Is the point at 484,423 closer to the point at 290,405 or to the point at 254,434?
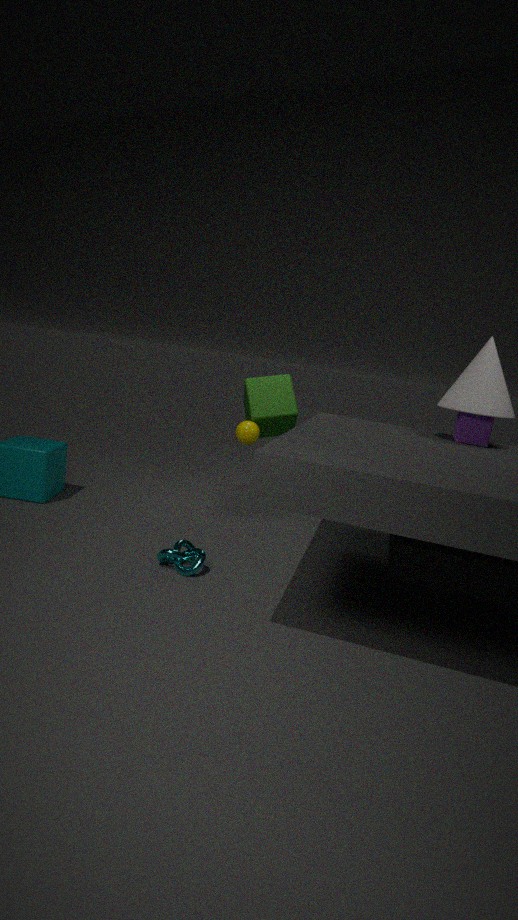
the point at 254,434
